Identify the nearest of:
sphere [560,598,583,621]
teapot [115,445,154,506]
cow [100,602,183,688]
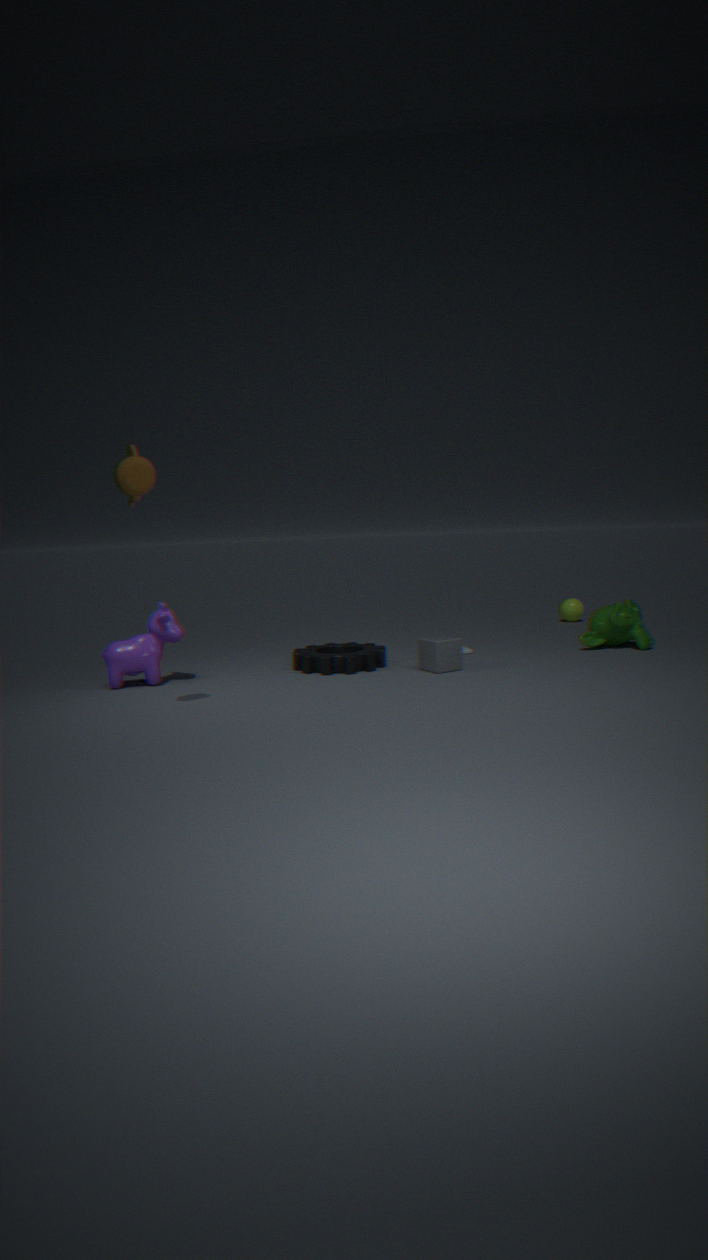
teapot [115,445,154,506]
